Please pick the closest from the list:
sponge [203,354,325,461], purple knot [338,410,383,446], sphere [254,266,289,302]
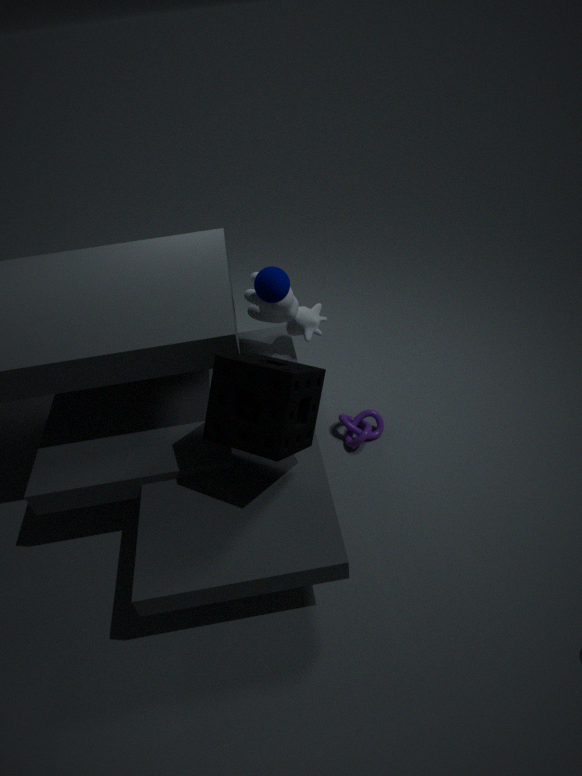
sponge [203,354,325,461]
